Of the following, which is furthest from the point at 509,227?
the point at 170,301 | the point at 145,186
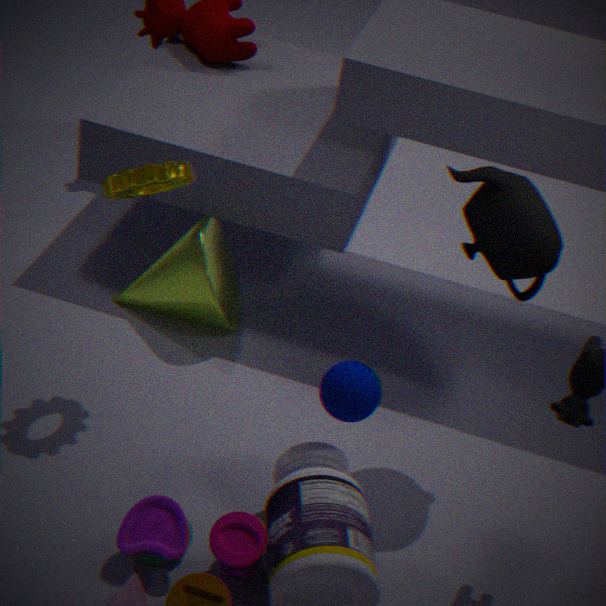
the point at 170,301
